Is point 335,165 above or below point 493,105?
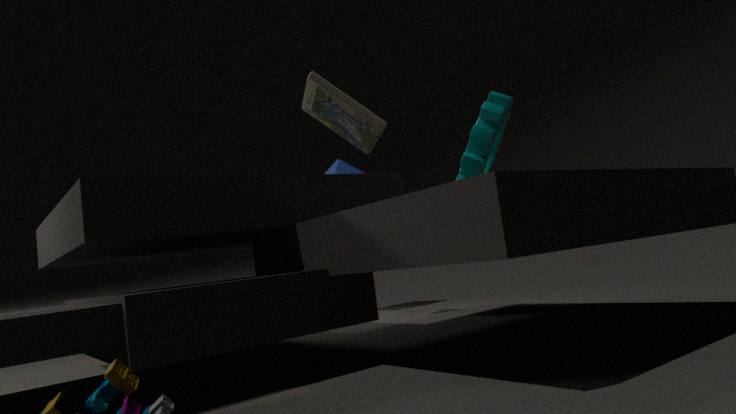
above
